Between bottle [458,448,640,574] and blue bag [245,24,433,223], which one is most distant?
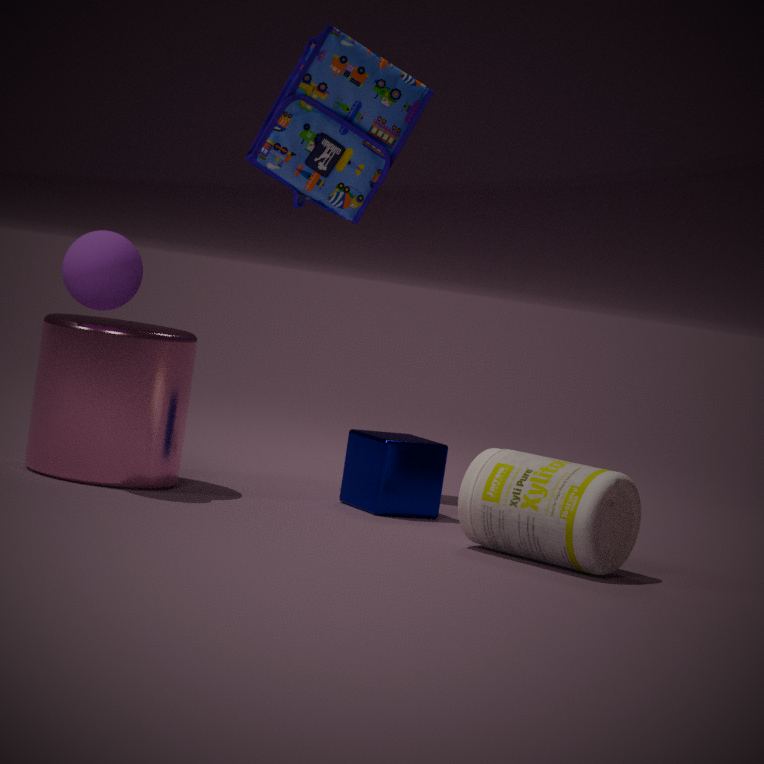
blue bag [245,24,433,223]
